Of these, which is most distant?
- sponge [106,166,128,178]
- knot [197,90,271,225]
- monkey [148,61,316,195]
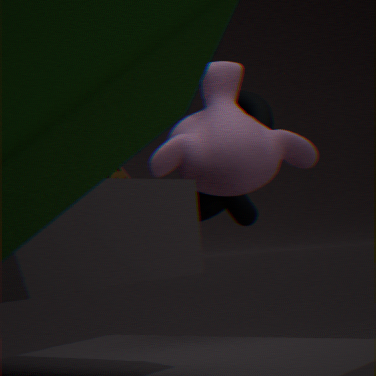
sponge [106,166,128,178]
